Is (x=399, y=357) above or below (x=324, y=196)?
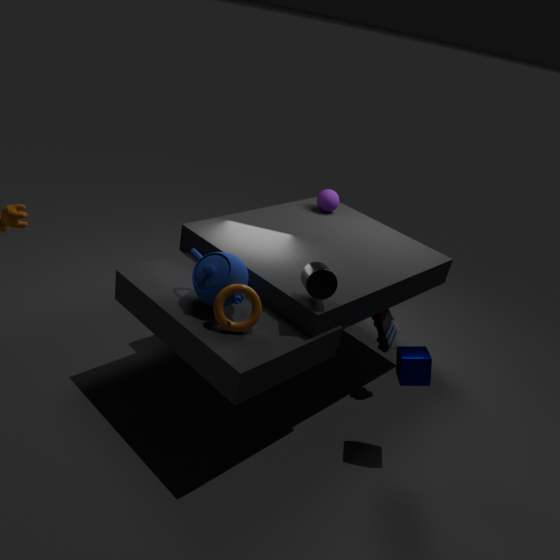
below
